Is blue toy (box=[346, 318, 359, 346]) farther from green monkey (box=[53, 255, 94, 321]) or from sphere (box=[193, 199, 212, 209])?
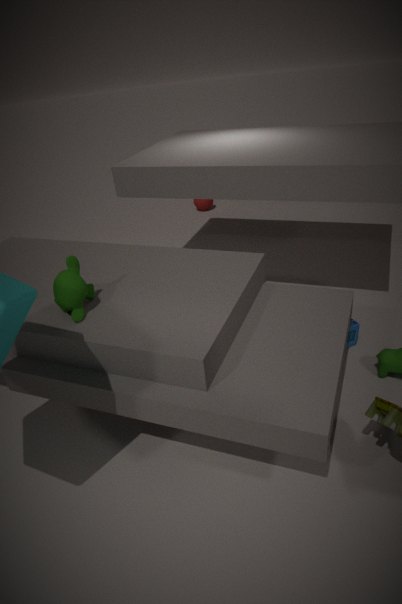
sphere (box=[193, 199, 212, 209])
